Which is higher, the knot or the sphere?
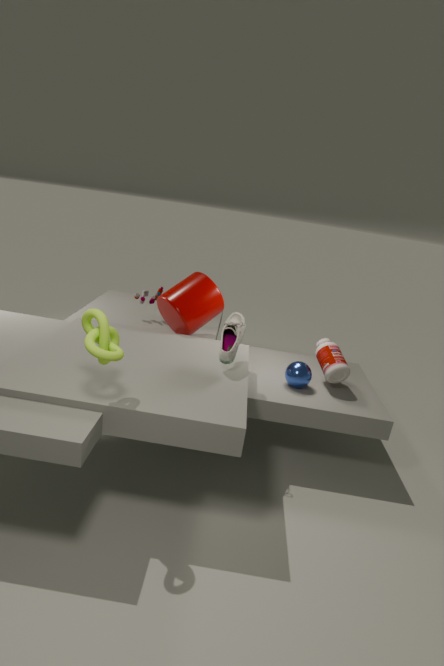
the knot
